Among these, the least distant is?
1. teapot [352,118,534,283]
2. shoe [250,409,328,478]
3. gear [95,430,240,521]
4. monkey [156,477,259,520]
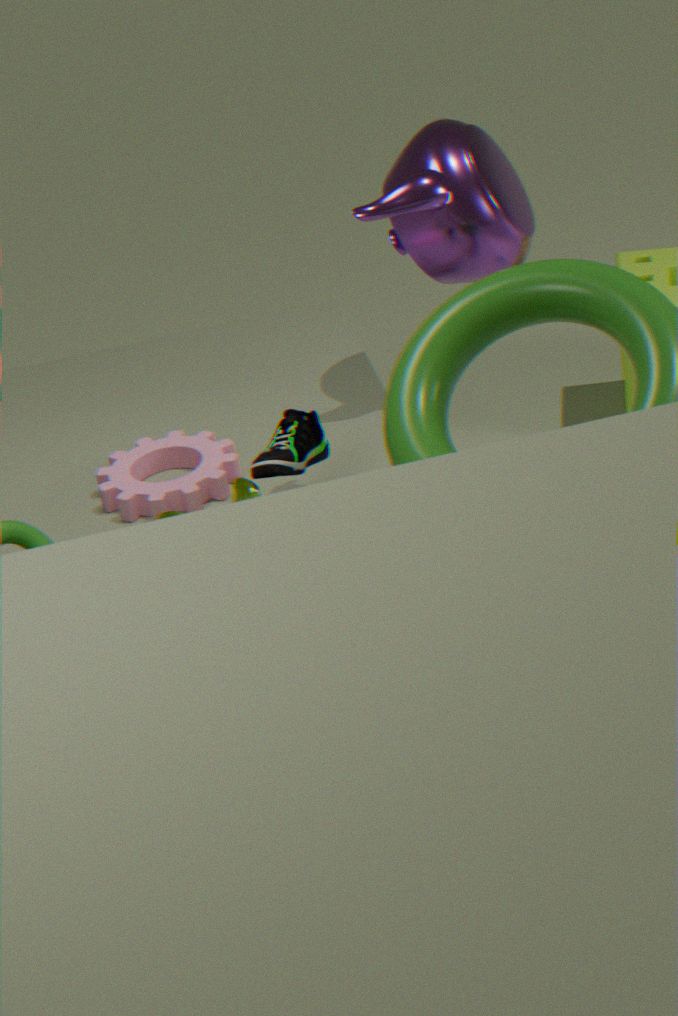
monkey [156,477,259,520]
